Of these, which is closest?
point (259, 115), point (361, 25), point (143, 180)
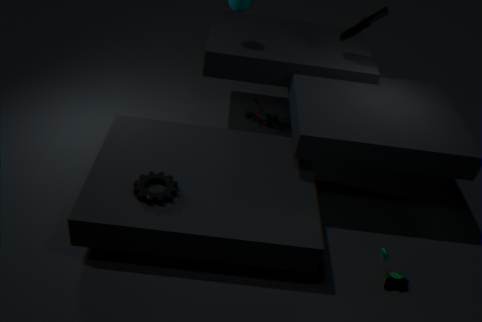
point (143, 180)
